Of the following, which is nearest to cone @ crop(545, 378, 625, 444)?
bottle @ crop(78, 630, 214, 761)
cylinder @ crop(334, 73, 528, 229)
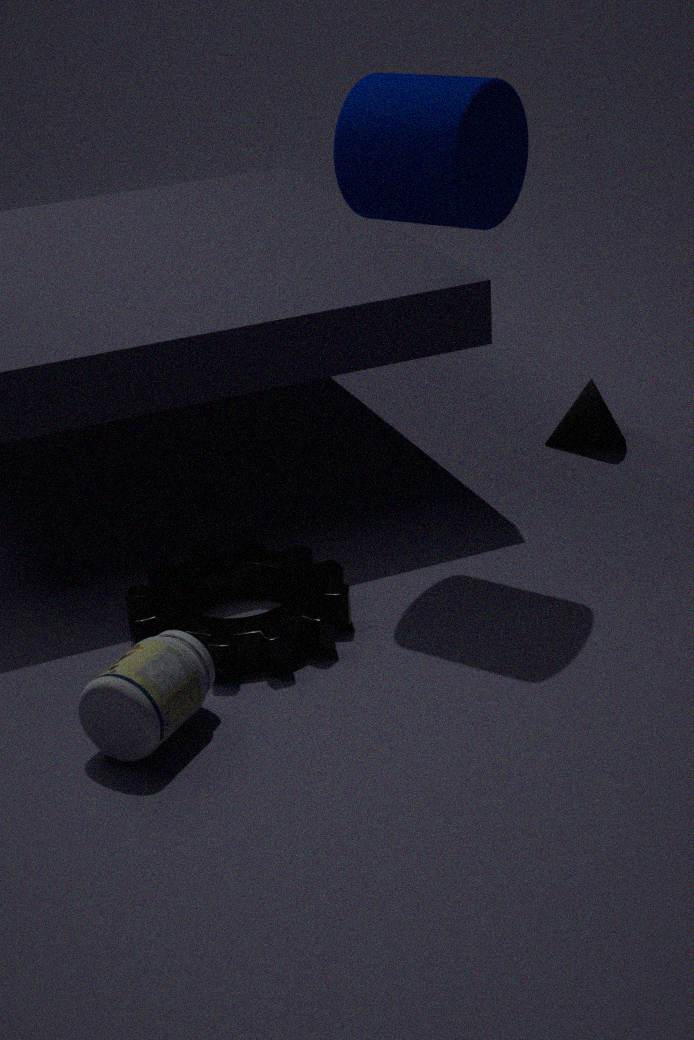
cylinder @ crop(334, 73, 528, 229)
